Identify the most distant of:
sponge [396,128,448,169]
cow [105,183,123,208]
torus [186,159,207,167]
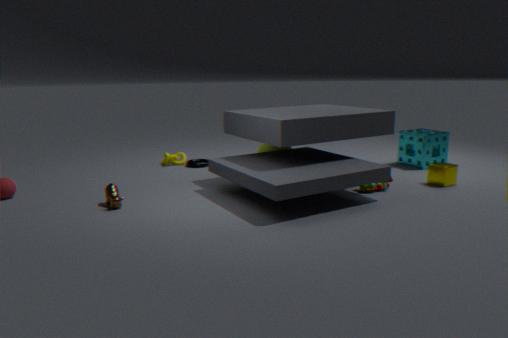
torus [186,159,207,167]
